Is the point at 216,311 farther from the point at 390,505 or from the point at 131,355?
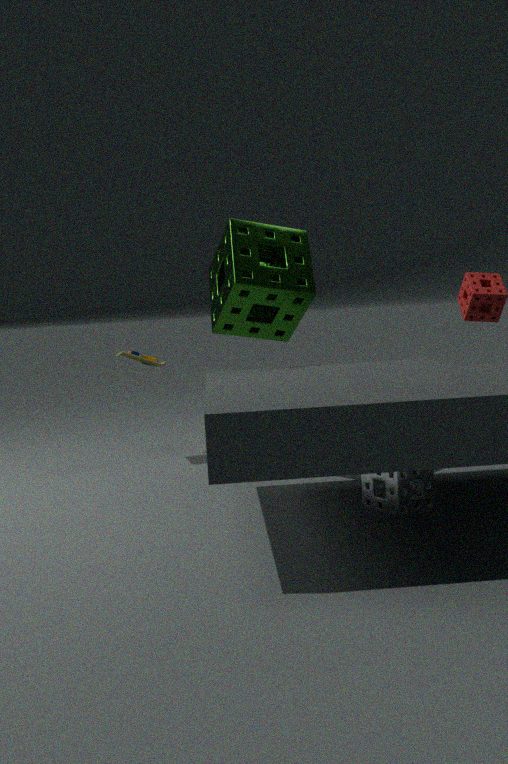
the point at 390,505
